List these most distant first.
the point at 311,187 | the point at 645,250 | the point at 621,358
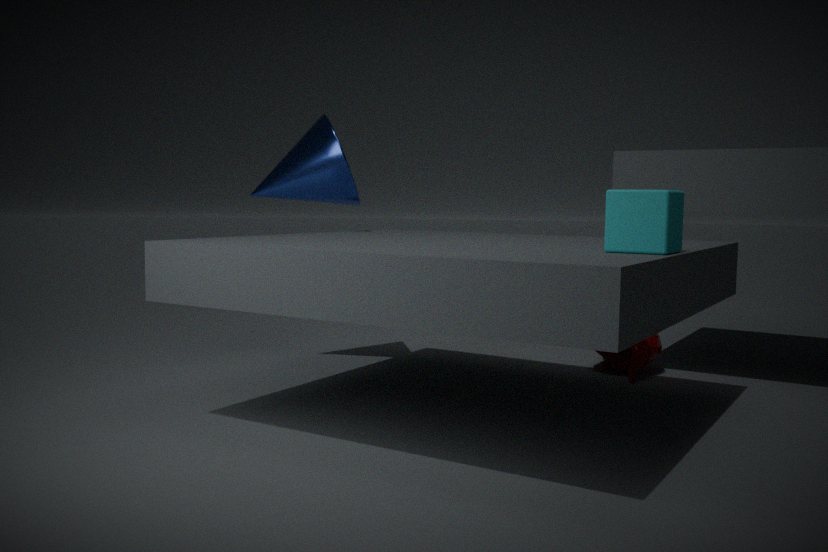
the point at 621,358 → the point at 311,187 → the point at 645,250
